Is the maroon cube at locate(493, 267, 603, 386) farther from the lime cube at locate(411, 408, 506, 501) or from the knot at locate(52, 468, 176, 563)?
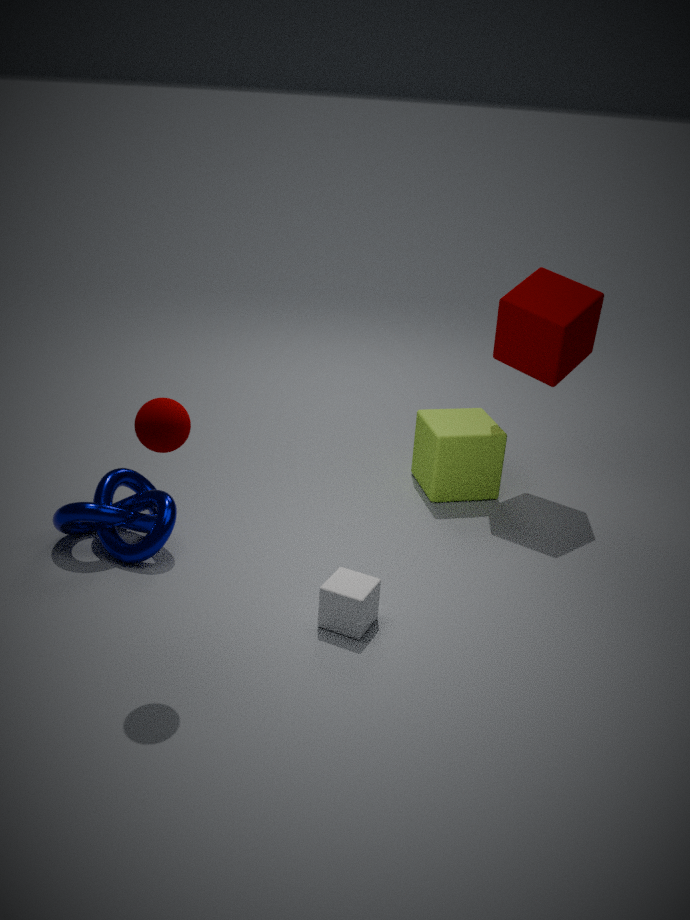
the knot at locate(52, 468, 176, 563)
